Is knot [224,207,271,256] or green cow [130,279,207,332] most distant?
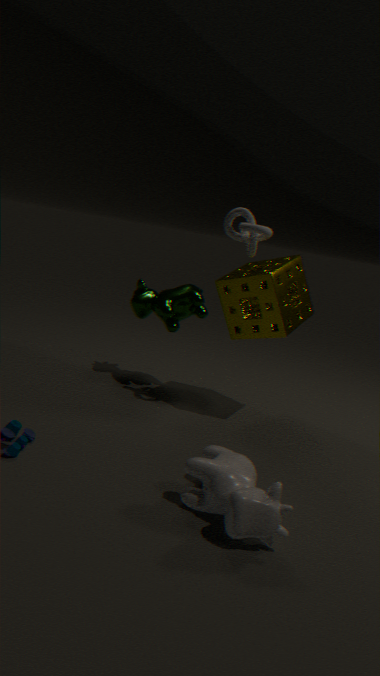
green cow [130,279,207,332]
